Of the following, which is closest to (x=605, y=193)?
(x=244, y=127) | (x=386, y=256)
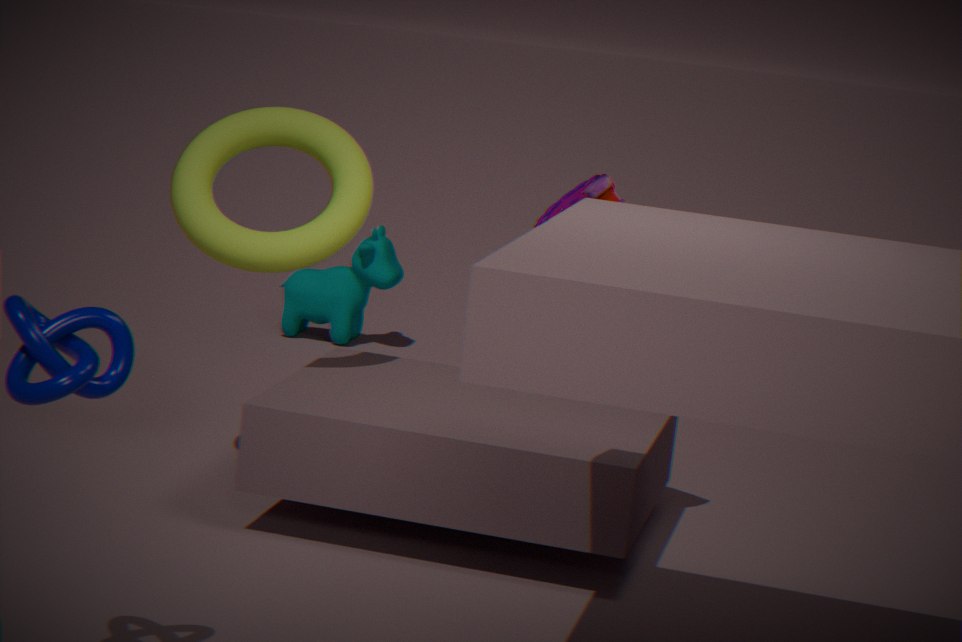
(x=244, y=127)
